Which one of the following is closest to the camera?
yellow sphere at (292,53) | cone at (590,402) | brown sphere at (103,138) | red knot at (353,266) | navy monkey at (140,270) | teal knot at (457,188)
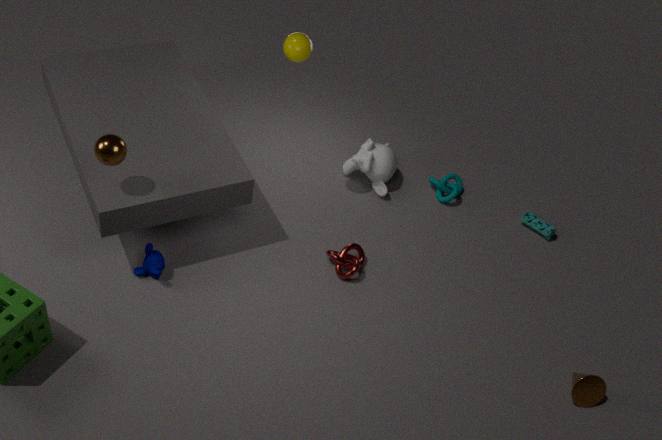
brown sphere at (103,138)
